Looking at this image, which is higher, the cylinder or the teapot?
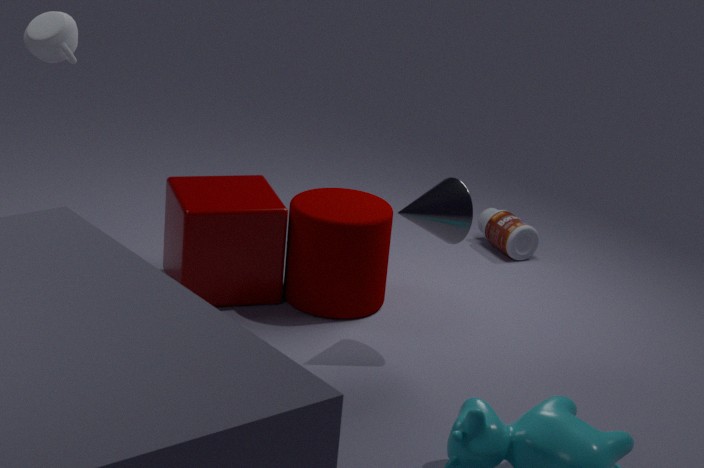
the teapot
